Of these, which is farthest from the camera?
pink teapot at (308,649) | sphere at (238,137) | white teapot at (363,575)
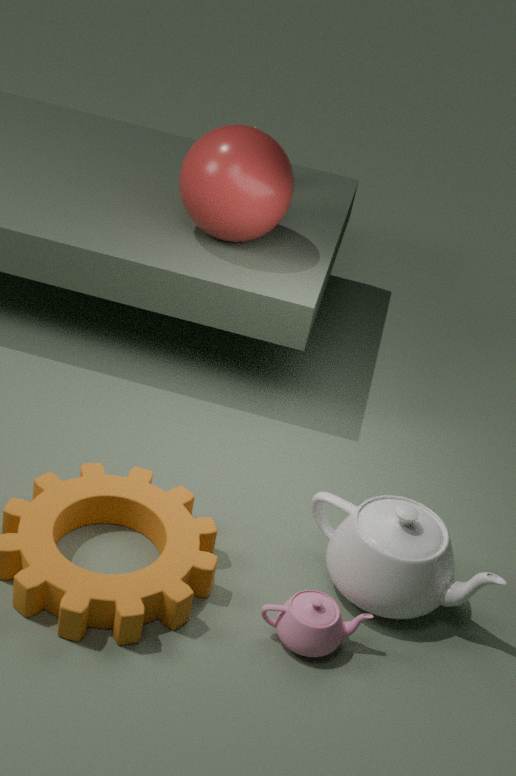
sphere at (238,137)
